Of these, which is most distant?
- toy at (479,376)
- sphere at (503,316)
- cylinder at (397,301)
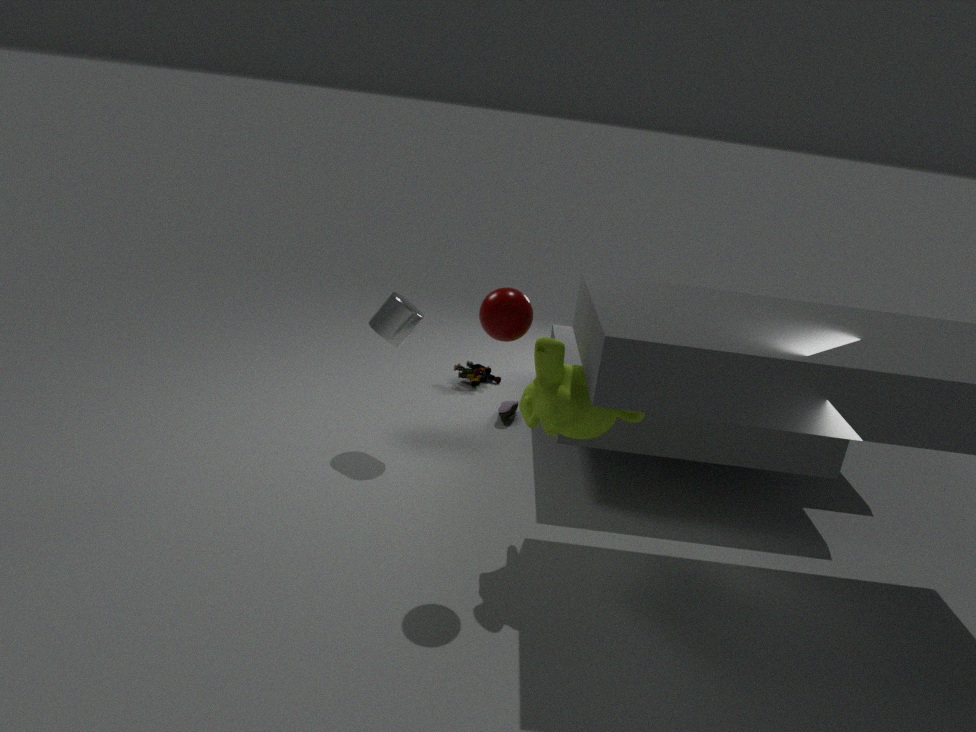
toy at (479,376)
